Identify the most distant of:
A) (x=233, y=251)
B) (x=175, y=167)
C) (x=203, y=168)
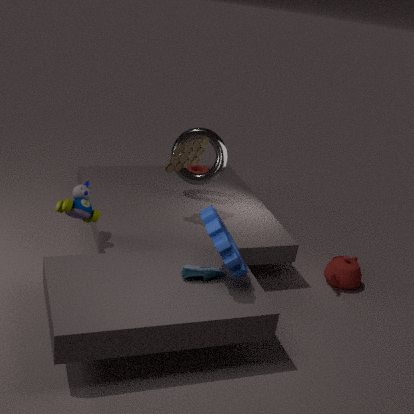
(x=203, y=168)
